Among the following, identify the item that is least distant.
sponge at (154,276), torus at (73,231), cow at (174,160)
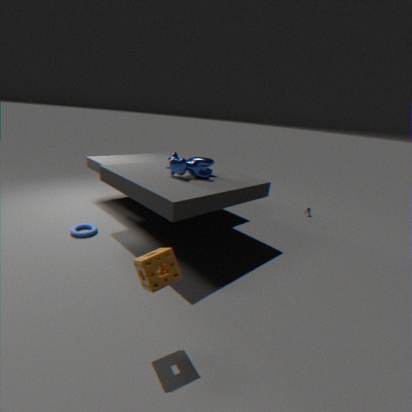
sponge at (154,276)
